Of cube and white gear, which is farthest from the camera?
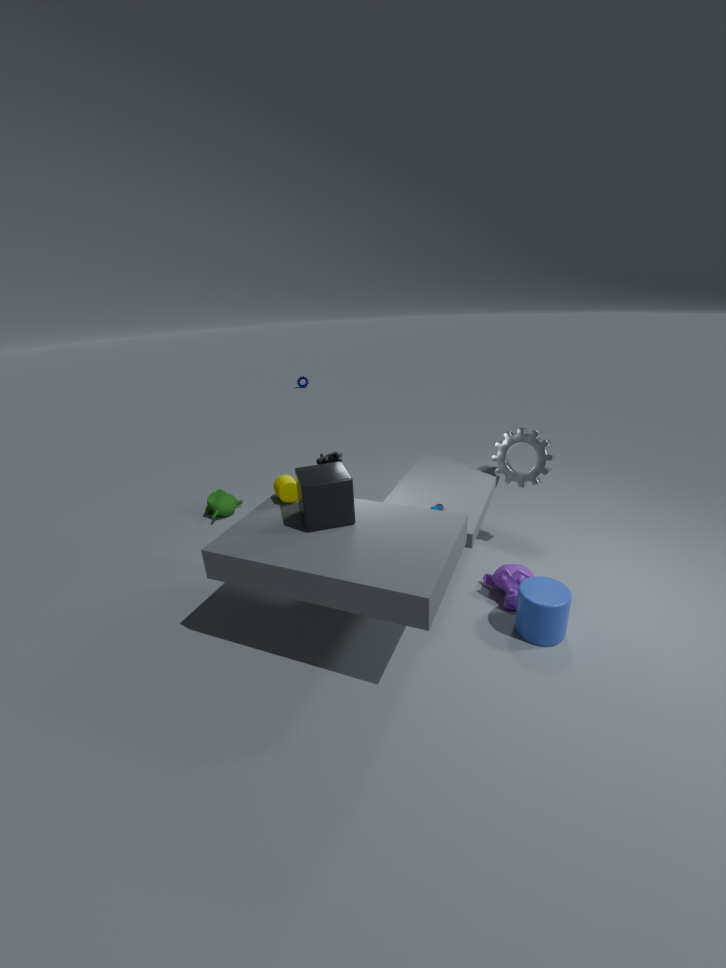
white gear
